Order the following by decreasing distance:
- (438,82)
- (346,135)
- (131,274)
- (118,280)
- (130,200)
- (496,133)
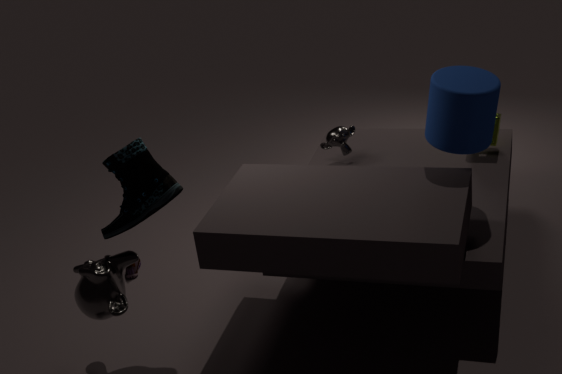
1. (131,274)
2. (346,135)
3. (496,133)
4. (438,82)
5. (130,200)
6. (118,280)
